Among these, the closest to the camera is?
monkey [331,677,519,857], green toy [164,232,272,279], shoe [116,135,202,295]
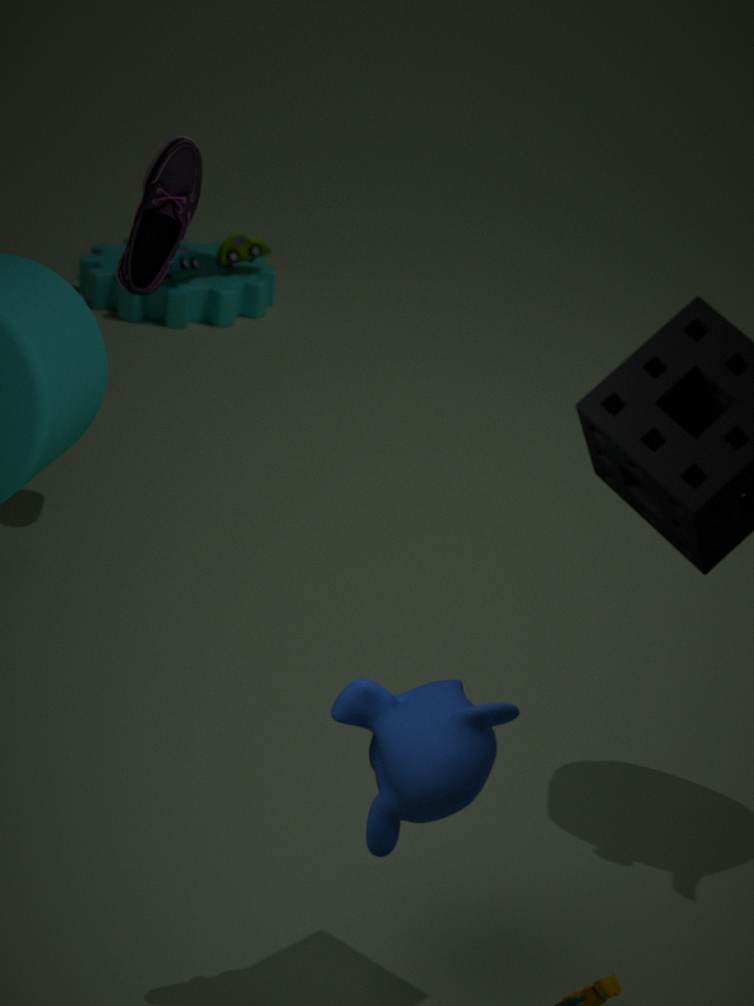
monkey [331,677,519,857]
